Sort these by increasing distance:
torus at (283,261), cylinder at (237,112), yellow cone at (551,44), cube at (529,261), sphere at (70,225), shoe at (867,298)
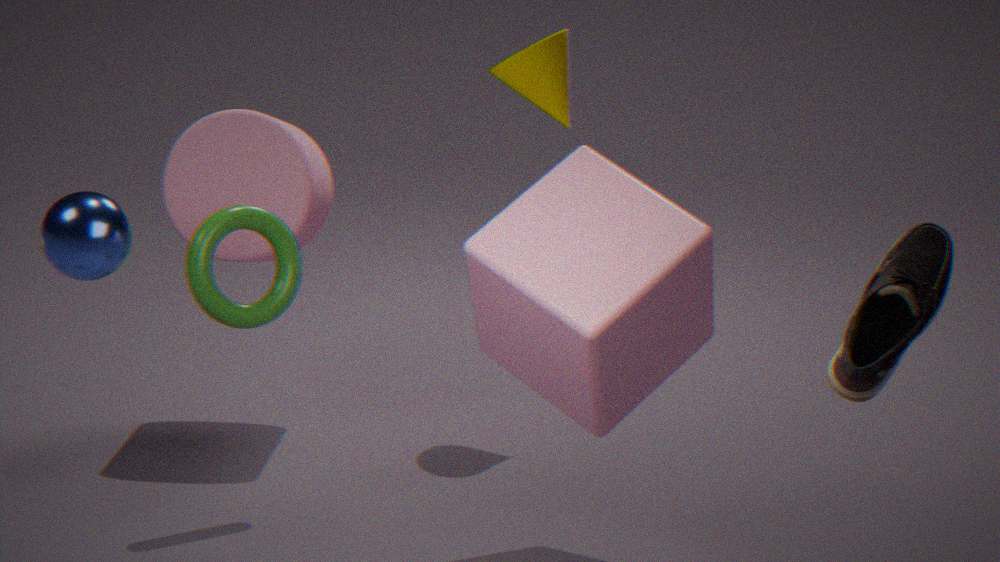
shoe at (867,298), cube at (529,261), sphere at (70,225), torus at (283,261), cylinder at (237,112), yellow cone at (551,44)
